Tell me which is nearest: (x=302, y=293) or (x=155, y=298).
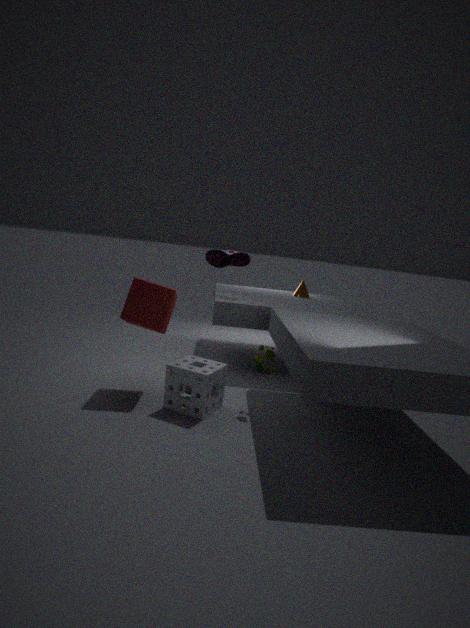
(x=155, y=298)
